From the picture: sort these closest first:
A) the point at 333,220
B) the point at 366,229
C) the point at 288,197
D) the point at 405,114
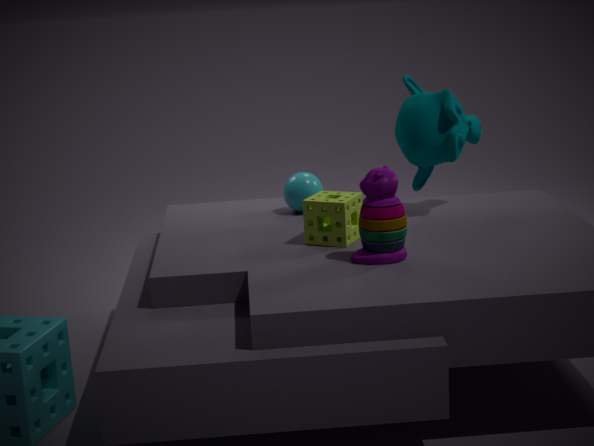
the point at 366,229 < the point at 333,220 < the point at 405,114 < the point at 288,197
